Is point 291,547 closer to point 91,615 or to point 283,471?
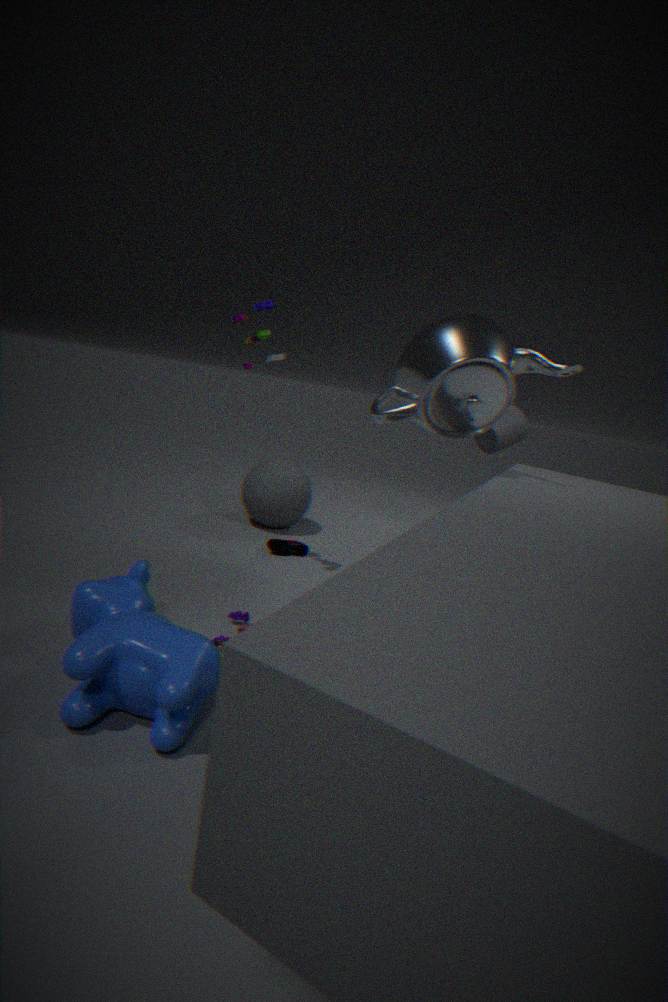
point 283,471
